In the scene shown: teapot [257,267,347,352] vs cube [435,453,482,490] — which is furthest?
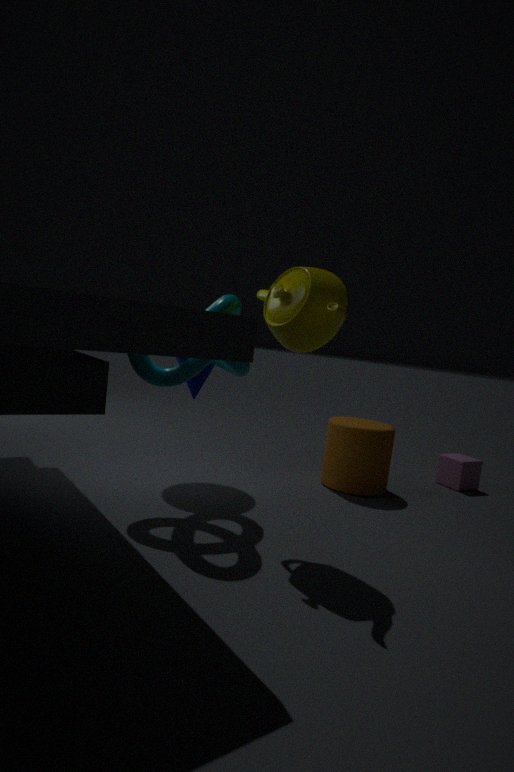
cube [435,453,482,490]
